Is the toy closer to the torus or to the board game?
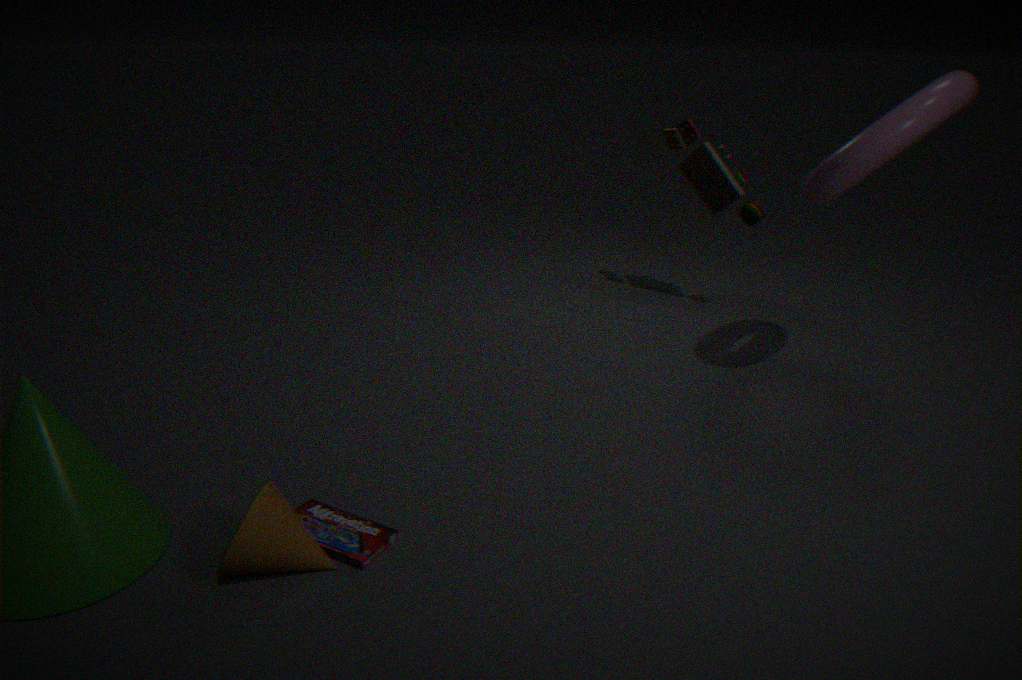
the torus
